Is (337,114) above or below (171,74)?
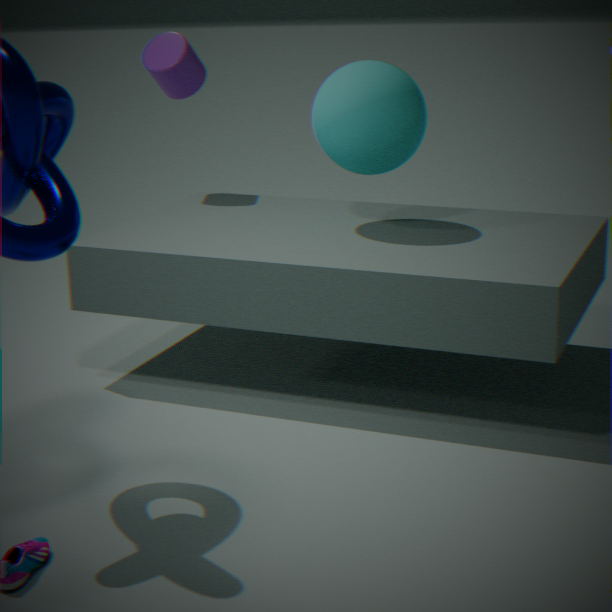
below
